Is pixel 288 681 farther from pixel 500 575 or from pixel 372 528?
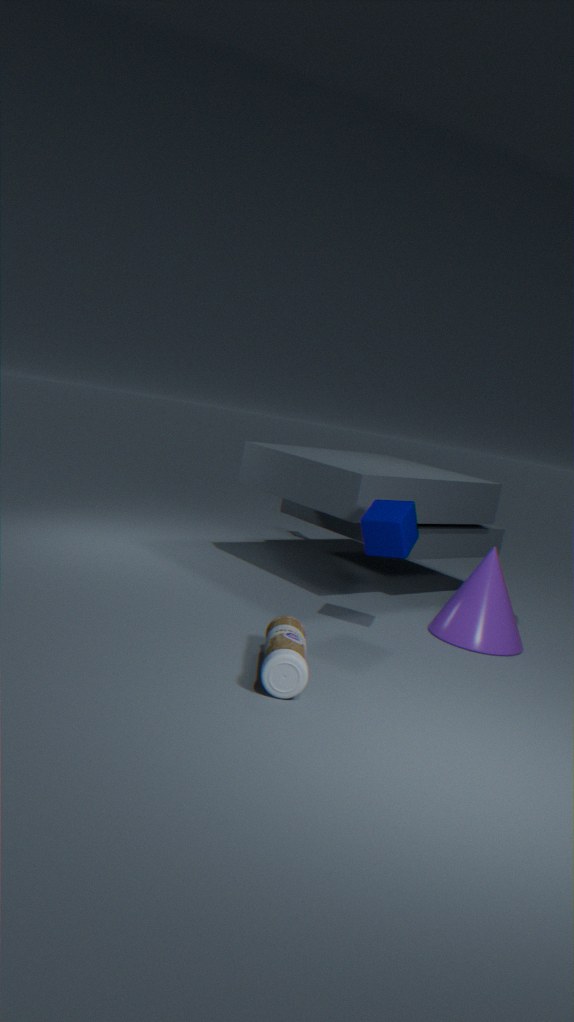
pixel 500 575
